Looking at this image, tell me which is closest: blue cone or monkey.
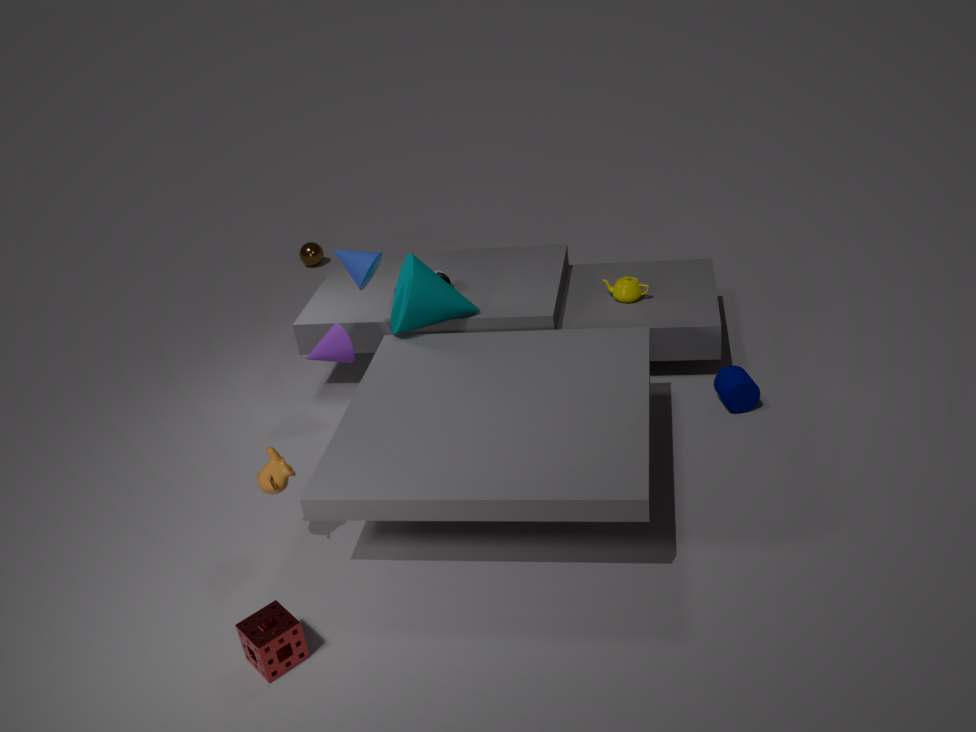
monkey
